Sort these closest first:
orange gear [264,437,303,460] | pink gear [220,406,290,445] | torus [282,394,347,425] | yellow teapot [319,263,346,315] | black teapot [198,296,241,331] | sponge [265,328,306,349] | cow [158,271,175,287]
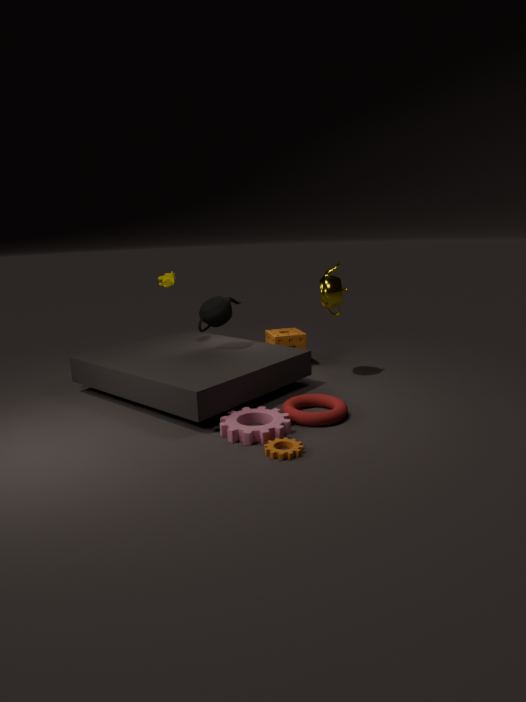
orange gear [264,437,303,460]
pink gear [220,406,290,445]
torus [282,394,347,425]
yellow teapot [319,263,346,315]
black teapot [198,296,241,331]
cow [158,271,175,287]
sponge [265,328,306,349]
